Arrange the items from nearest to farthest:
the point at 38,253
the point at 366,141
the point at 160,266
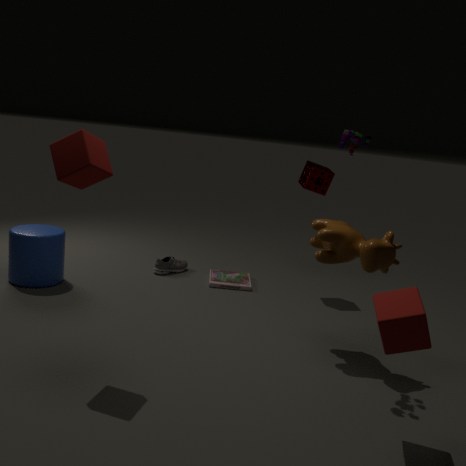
1. the point at 366,141
2. the point at 38,253
3. the point at 160,266
